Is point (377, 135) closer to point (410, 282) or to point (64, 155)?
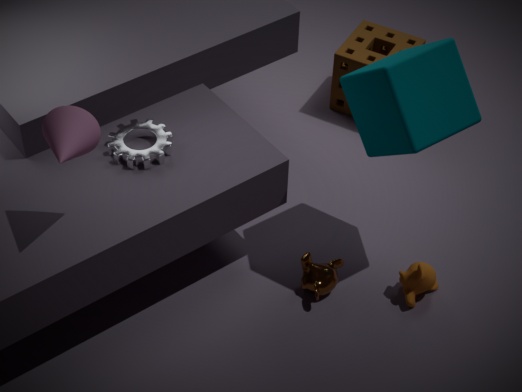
point (410, 282)
